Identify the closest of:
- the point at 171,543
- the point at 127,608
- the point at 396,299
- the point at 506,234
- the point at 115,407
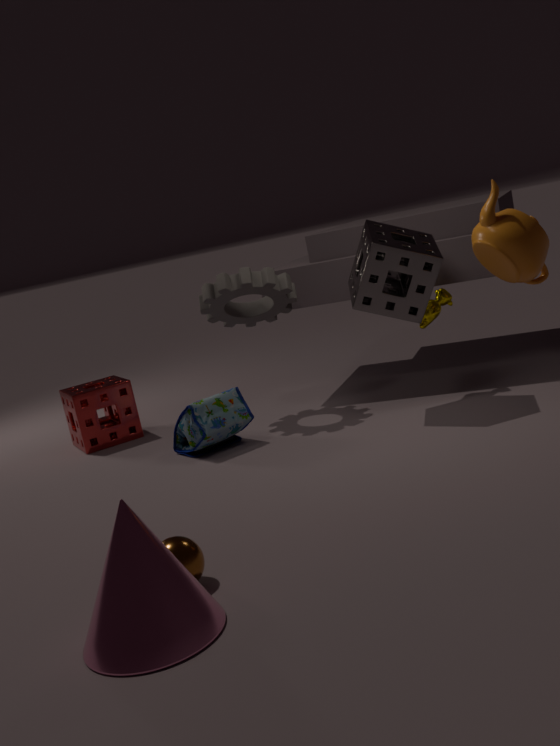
the point at 127,608
